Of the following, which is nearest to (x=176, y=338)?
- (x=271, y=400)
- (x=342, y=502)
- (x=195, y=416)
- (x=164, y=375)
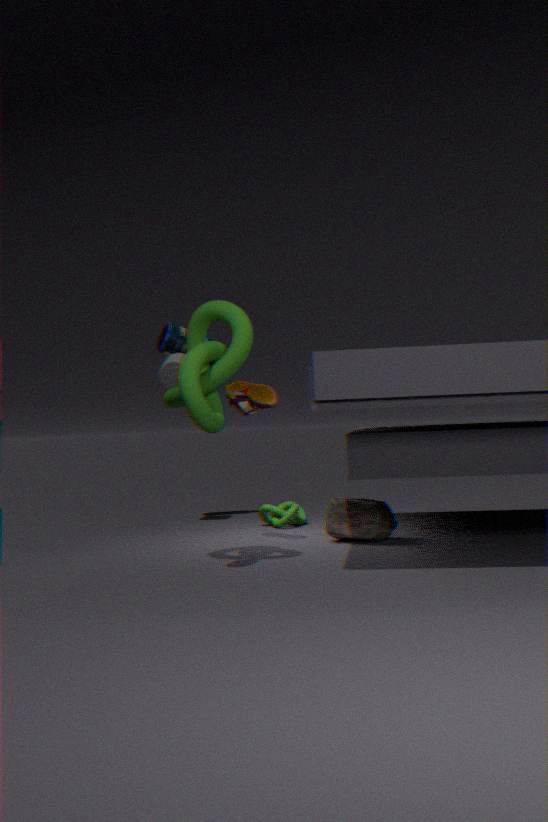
(x=164, y=375)
